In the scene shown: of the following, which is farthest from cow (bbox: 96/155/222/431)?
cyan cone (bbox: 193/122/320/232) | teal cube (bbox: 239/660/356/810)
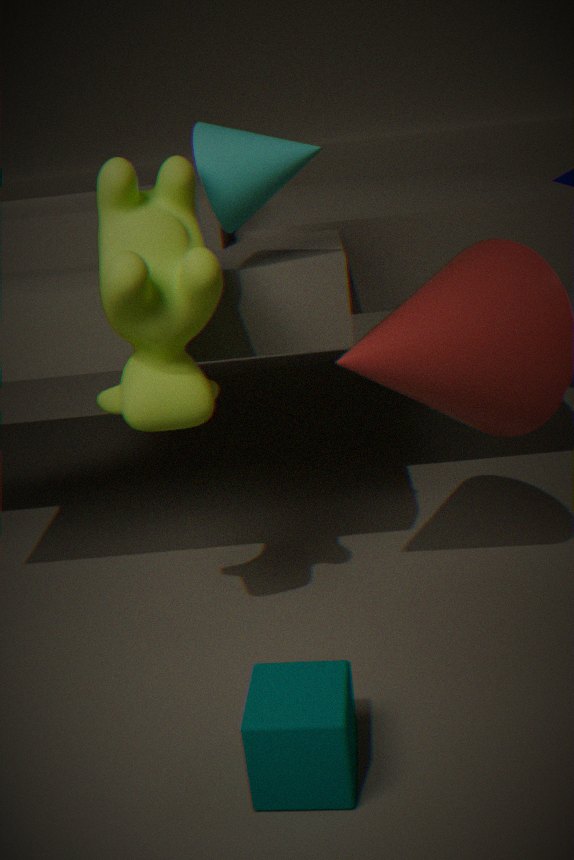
teal cube (bbox: 239/660/356/810)
